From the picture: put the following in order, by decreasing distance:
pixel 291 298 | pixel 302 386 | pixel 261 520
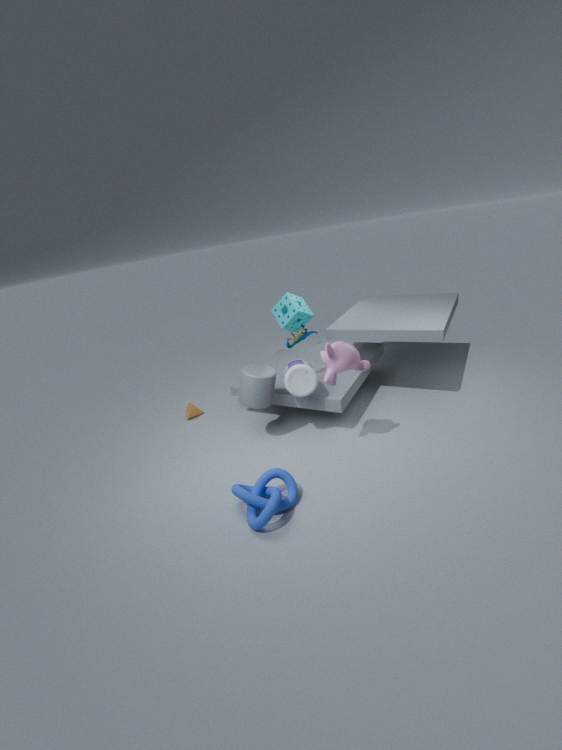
pixel 291 298 < pixel 302 386 < pixel 261 520
